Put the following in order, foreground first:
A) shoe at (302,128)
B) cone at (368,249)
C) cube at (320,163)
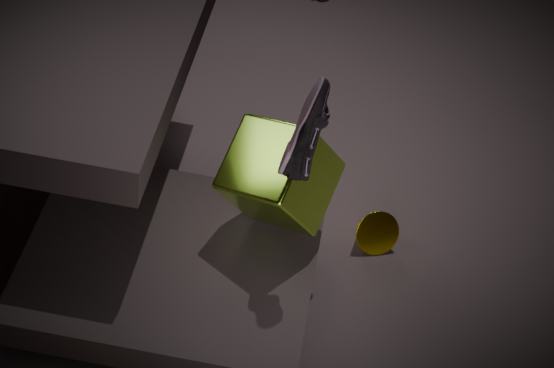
shoe at (302,128)
cube at (320,163)
cone at (368,249)
